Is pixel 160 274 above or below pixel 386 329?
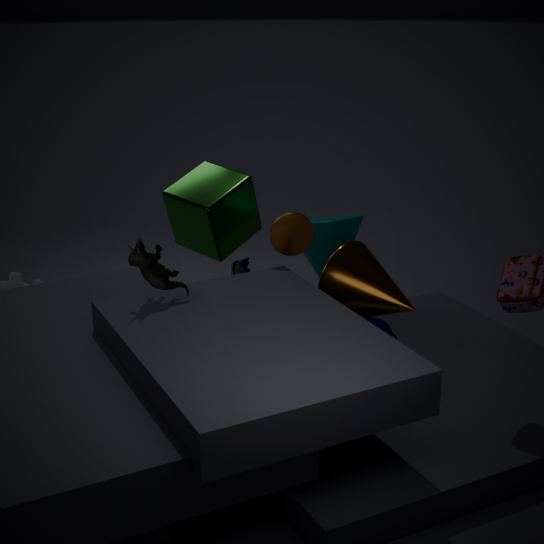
above
